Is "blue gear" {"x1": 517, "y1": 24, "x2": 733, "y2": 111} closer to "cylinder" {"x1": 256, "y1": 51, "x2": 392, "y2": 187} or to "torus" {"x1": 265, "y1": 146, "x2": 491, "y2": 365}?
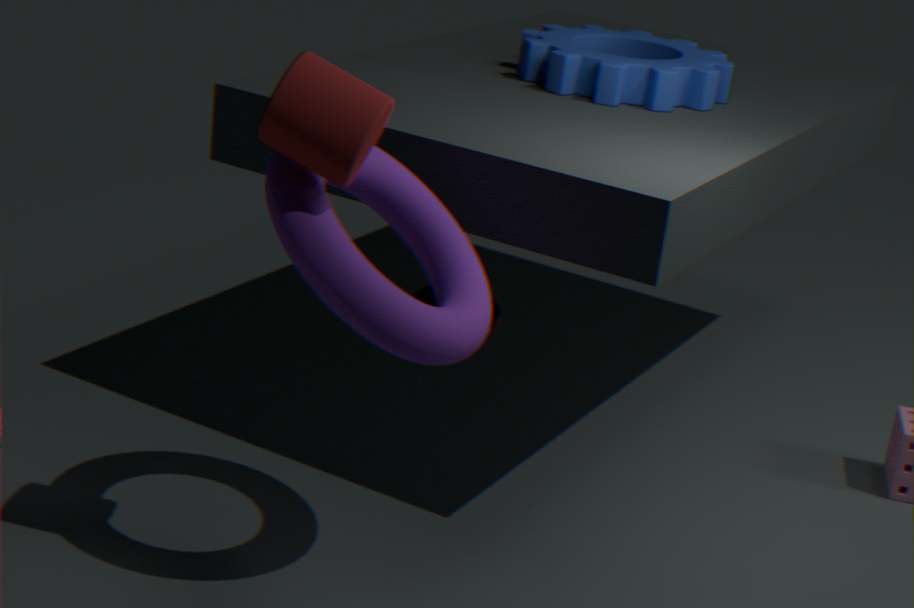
"torus" {"x1": 265, "y1": 146, "x2": 491, "y2": 365}
